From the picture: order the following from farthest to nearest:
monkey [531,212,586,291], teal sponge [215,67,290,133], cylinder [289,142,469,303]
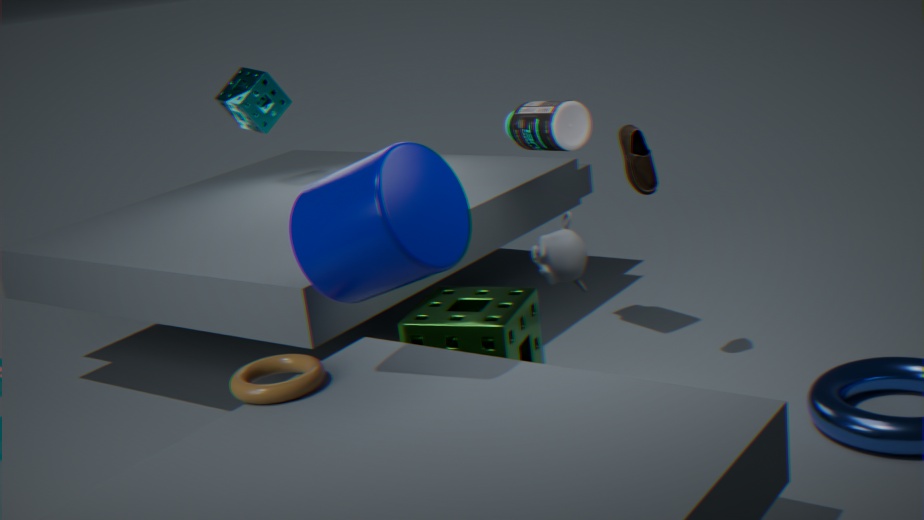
teal sponge [215,67,290,133] → monkey [531,212,586,291] → cylinder [289,142,469,303]
